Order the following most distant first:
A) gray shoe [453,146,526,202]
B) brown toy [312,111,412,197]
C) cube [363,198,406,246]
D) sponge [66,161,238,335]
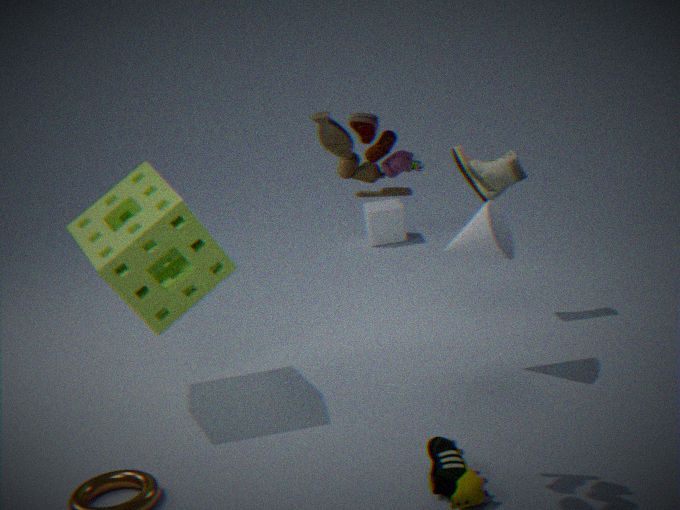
cube [363,198,406,246]
gray shoe [453,146,526,202]
sponge [66,161,238,335]
brown toy [312,111,412,197]
